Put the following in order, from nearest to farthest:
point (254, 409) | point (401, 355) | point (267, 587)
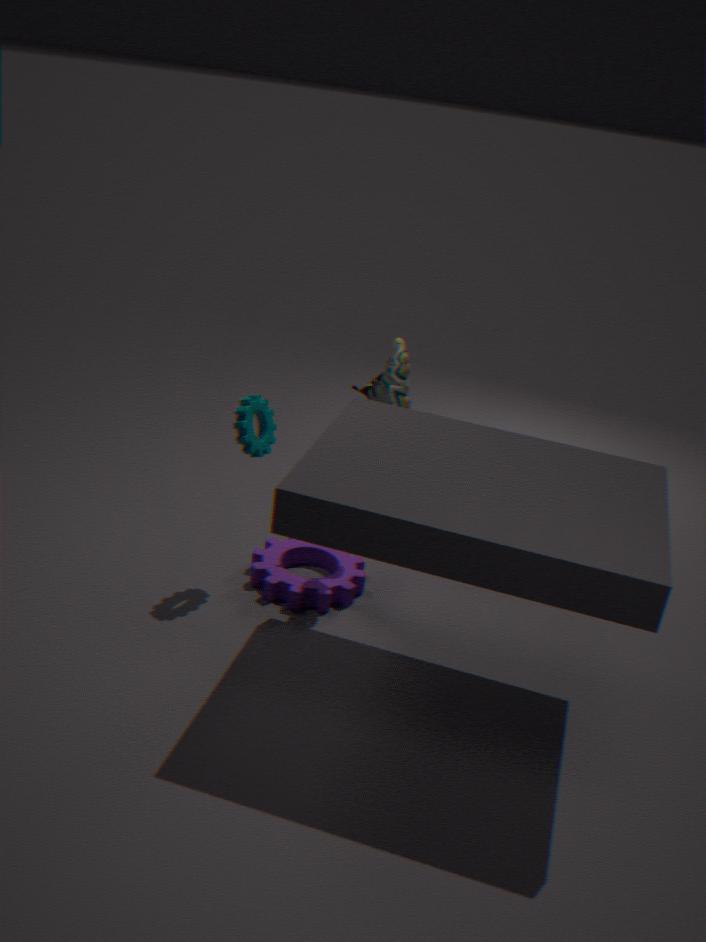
point (254, 409), point (267, 587), point (401, 355)
